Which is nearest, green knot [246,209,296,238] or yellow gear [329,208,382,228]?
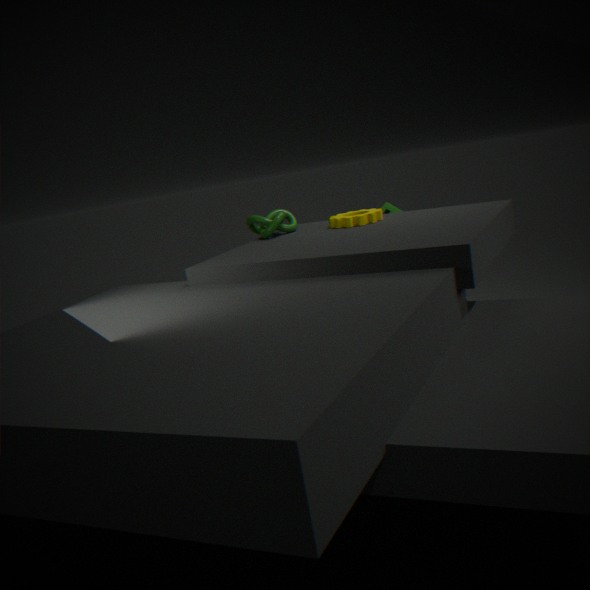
yellow gear [329,208,382,228]
